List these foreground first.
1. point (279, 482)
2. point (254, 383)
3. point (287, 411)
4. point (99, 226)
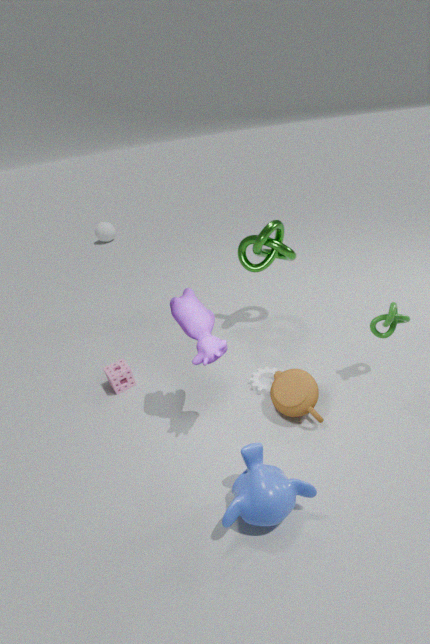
point (279, 482) < point (287, 411) < point (254, 383) < point (99, 226)
